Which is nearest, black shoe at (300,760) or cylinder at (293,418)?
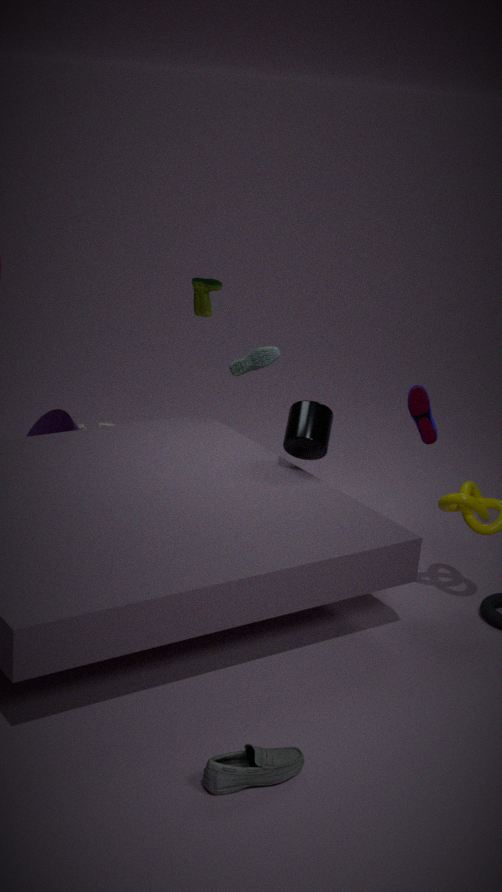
black shoe at (300,760)
